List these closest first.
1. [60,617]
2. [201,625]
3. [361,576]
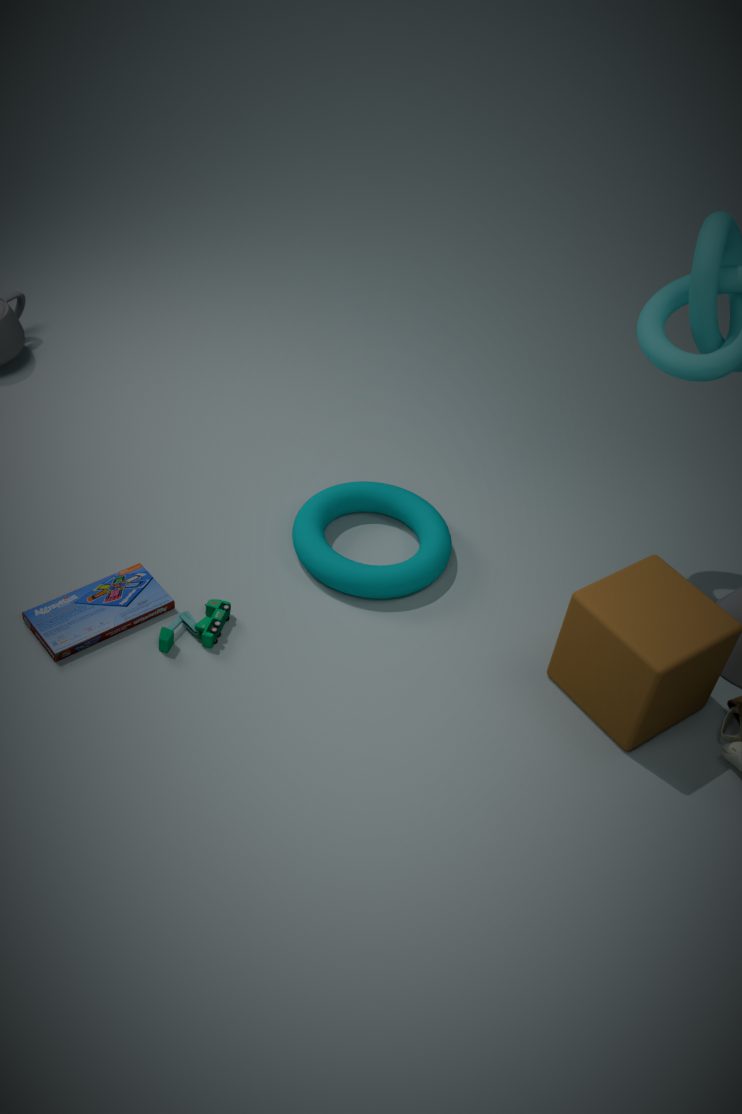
1. [60,617]
2. [201,625]
3. [361,576]
